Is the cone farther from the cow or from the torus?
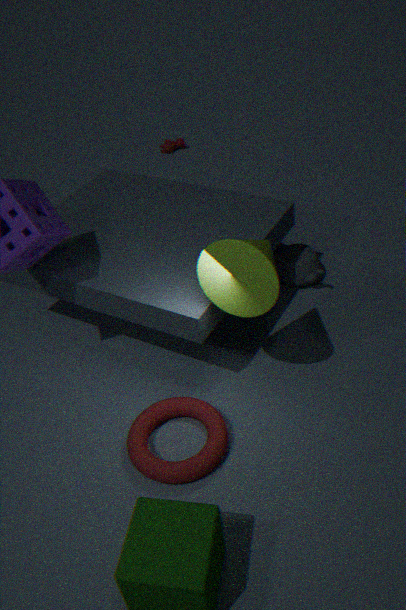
the cow
